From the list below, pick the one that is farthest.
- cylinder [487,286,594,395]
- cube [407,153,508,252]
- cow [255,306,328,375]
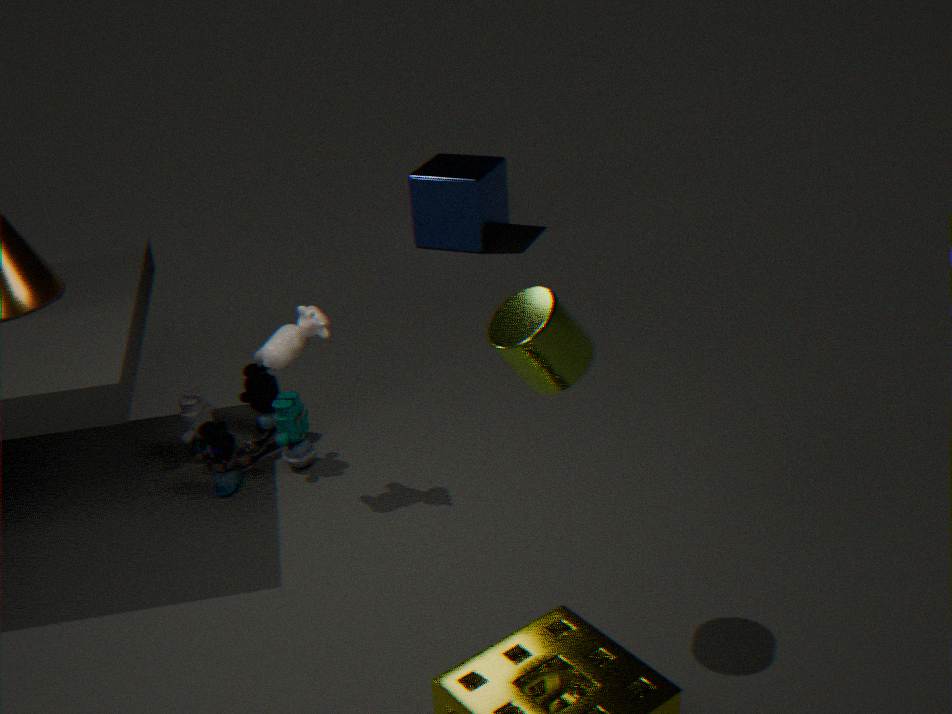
cube [407,153,508,252]
